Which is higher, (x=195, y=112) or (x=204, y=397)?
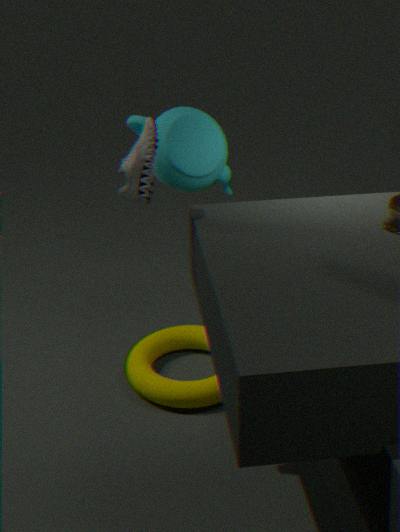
(x=195, y=112)
